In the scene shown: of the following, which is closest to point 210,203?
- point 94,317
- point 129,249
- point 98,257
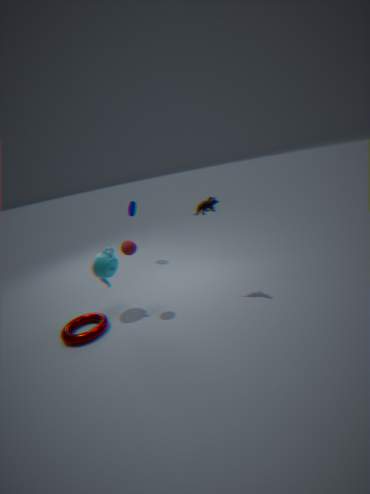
point 129,249
